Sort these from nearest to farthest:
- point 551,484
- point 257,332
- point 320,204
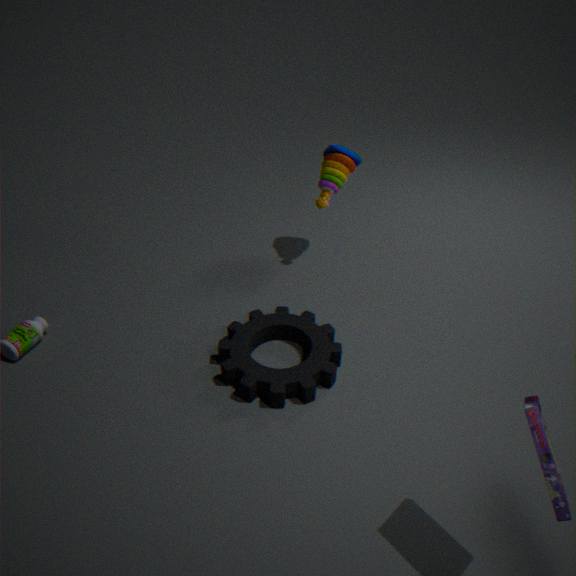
1. point 551,484
2. point 257,332
3. point 320,204
